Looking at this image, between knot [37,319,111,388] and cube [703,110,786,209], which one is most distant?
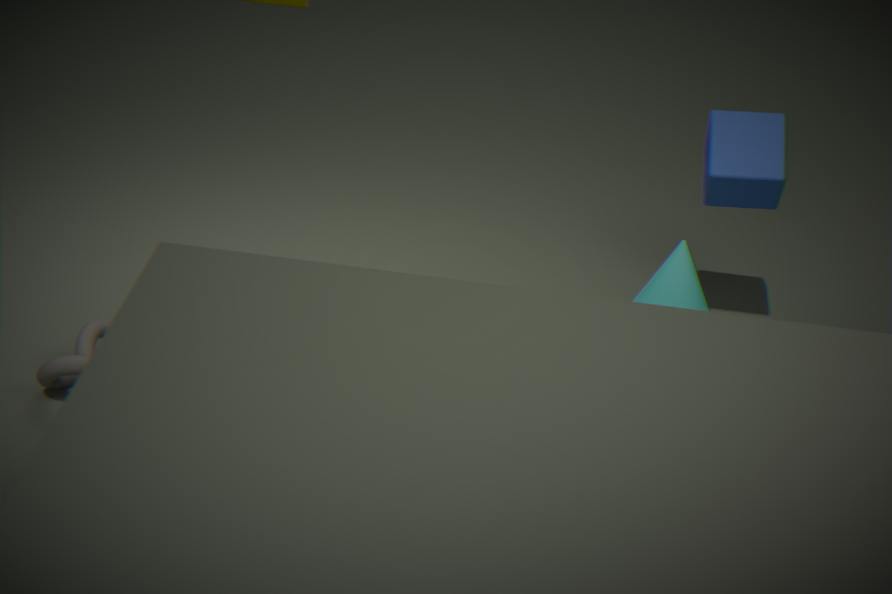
cube [703,110,786,209]
